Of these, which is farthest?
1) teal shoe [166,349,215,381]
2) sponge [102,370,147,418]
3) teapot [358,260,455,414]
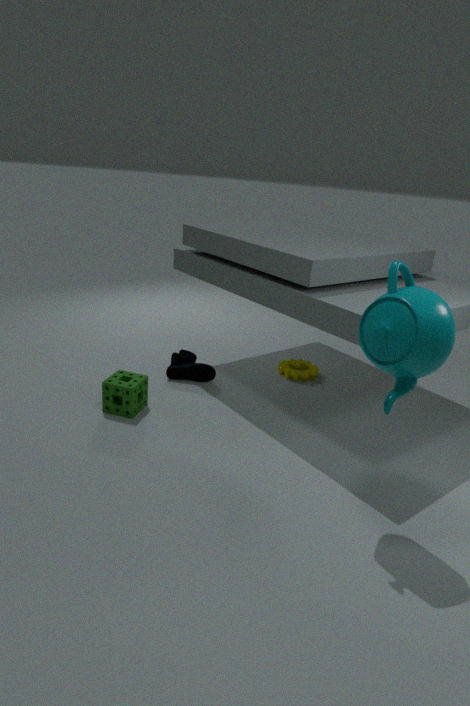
1. teal shoe [166,349,215,381]
